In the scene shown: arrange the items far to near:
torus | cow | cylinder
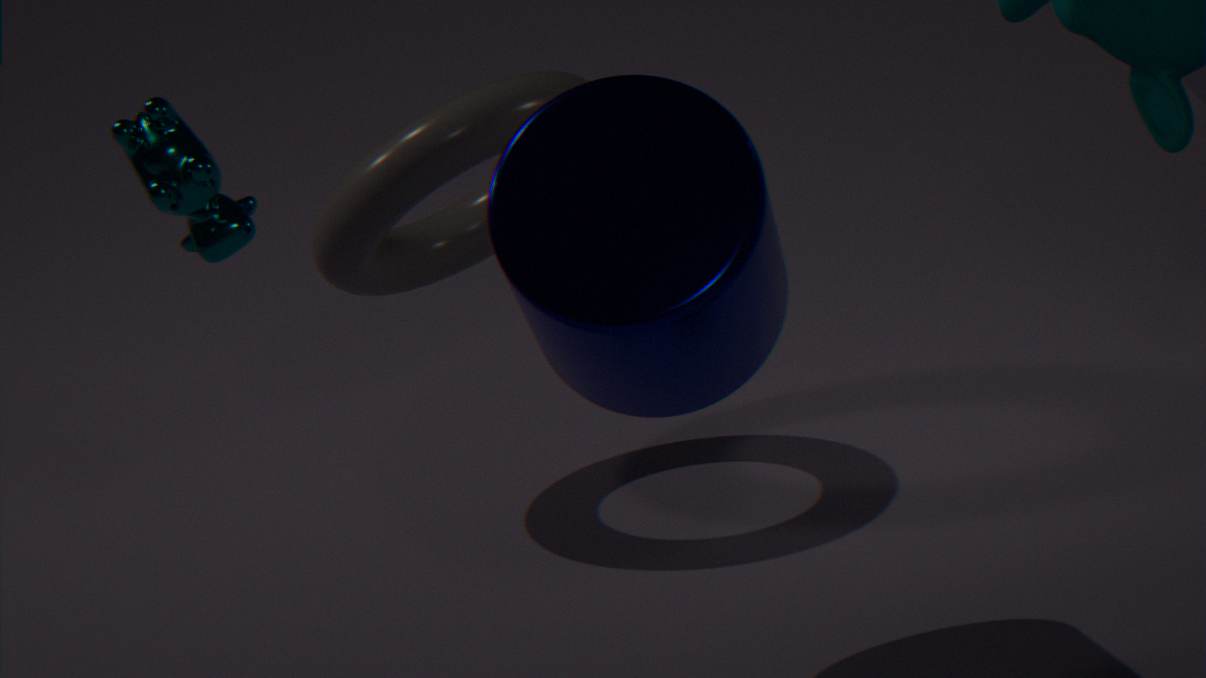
torus, cow, cylinder
